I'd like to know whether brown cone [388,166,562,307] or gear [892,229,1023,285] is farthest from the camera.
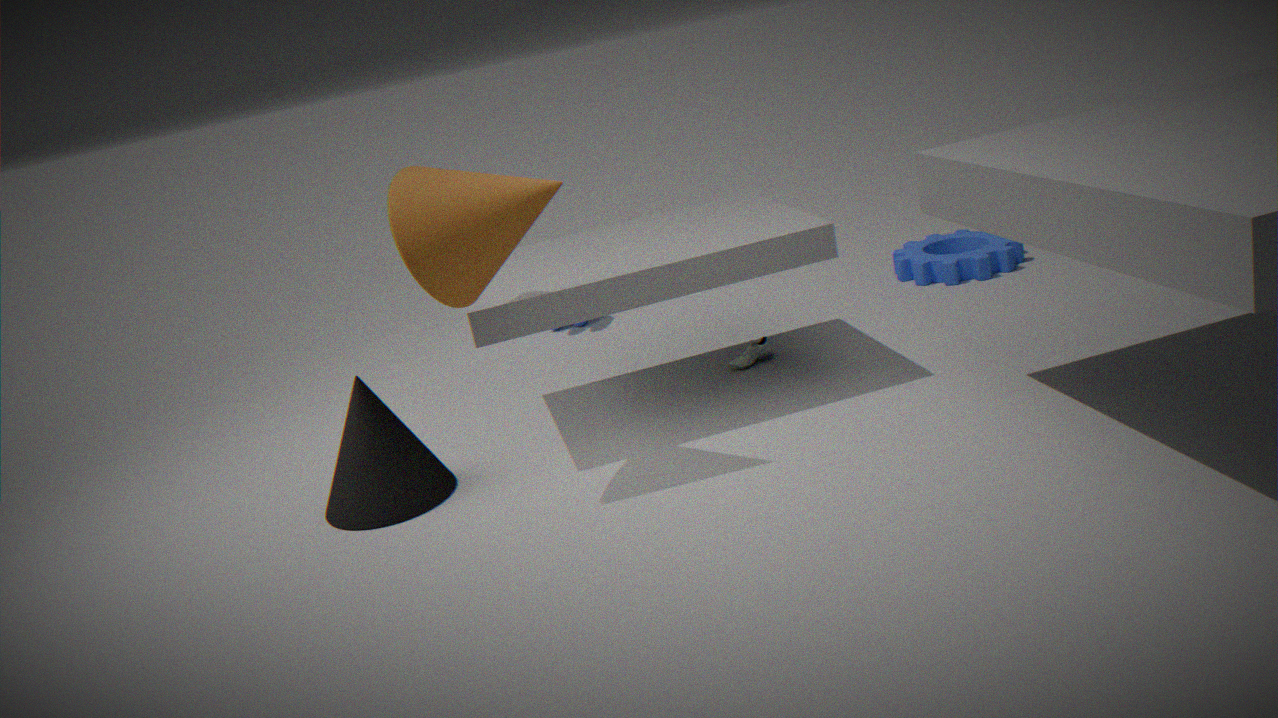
gear [892,229,1023,285]
